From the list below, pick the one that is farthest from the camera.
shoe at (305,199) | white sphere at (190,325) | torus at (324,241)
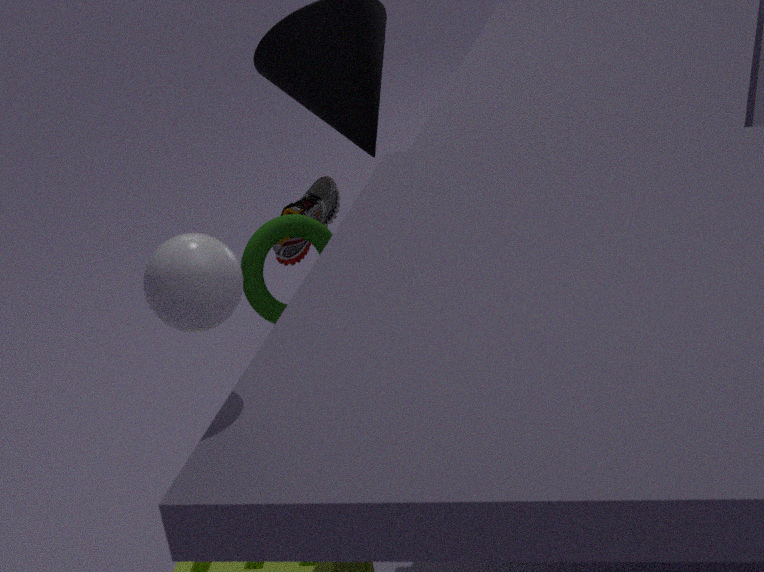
shoe at (305,199)
